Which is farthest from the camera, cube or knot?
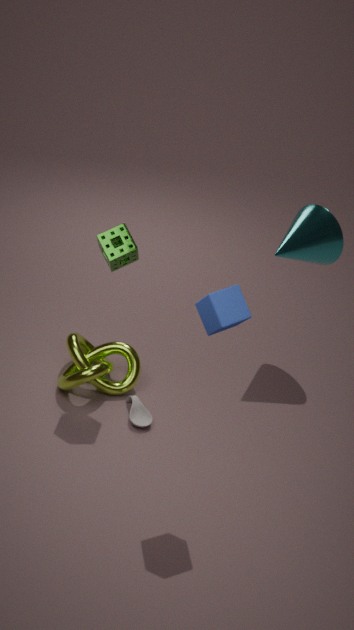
knot
